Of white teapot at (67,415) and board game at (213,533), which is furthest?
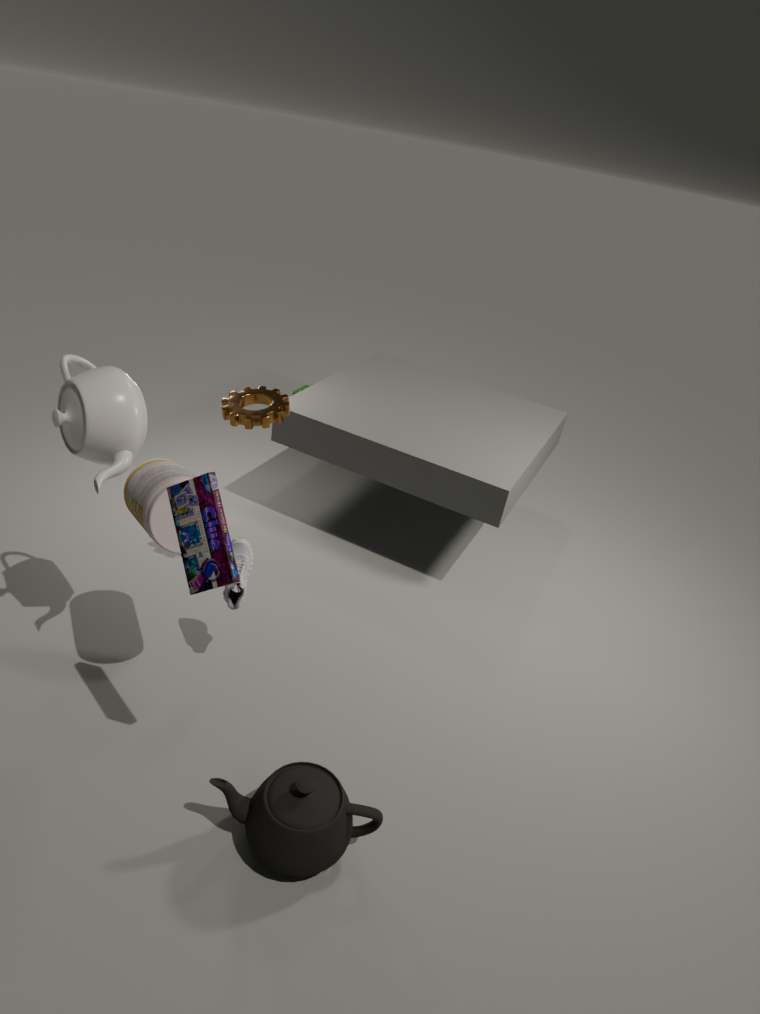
white teapot at (67,415)
